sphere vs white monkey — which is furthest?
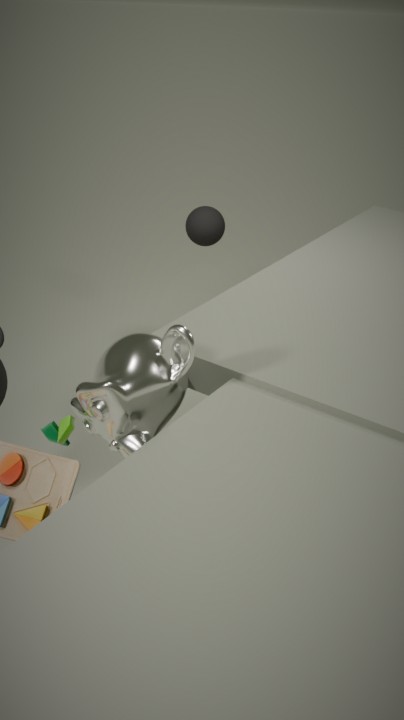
sphere
